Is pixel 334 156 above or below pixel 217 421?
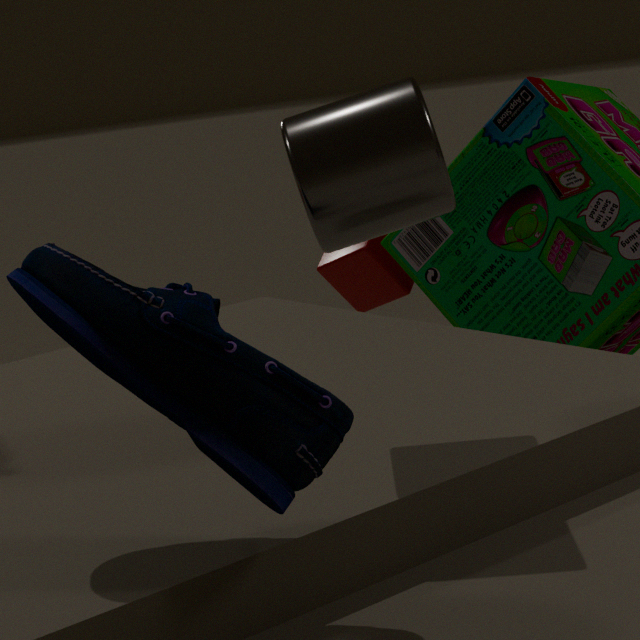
above
